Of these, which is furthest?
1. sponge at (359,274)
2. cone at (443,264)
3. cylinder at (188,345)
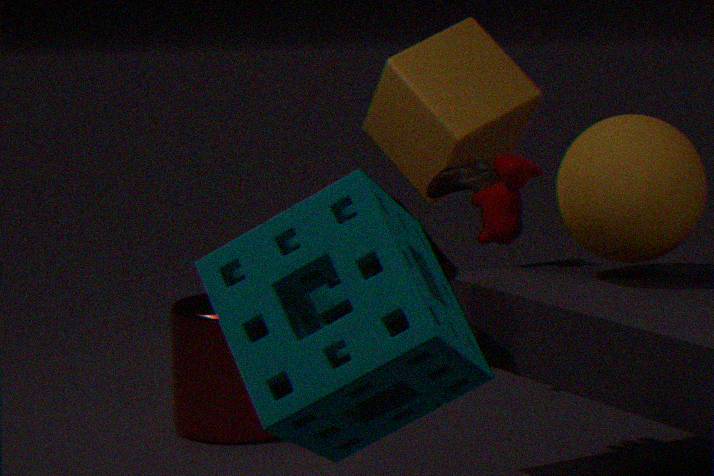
cylinder at (188,345)
